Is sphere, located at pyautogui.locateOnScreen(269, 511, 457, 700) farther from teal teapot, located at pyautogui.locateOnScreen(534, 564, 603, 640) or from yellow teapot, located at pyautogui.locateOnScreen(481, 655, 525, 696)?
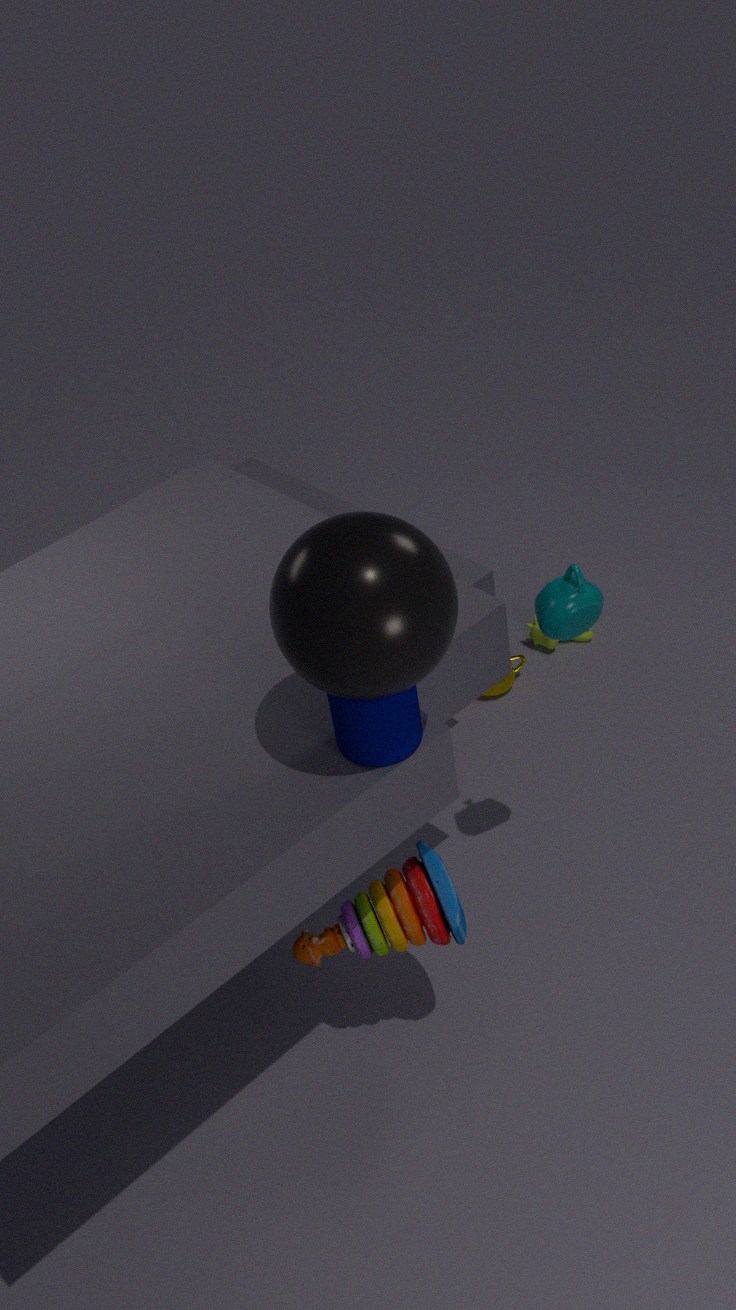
yellow teapot, located at pyautogui.locateOnScreen(481, 655, 525, 696)
